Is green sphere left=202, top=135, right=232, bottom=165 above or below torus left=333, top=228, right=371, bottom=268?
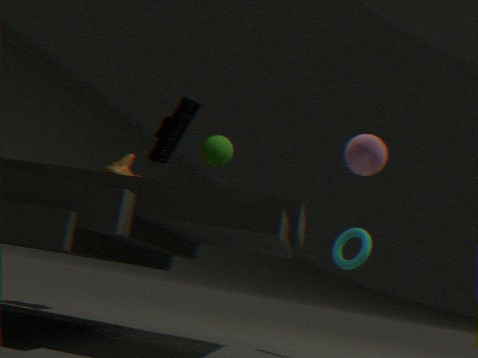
above
